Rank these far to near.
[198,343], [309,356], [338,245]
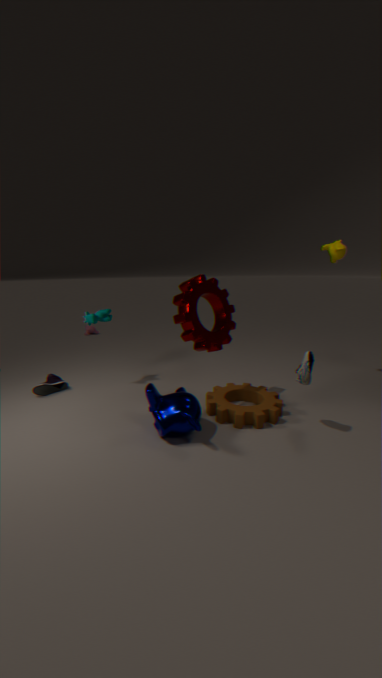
[338,245]
[198,343]
[309,356]
